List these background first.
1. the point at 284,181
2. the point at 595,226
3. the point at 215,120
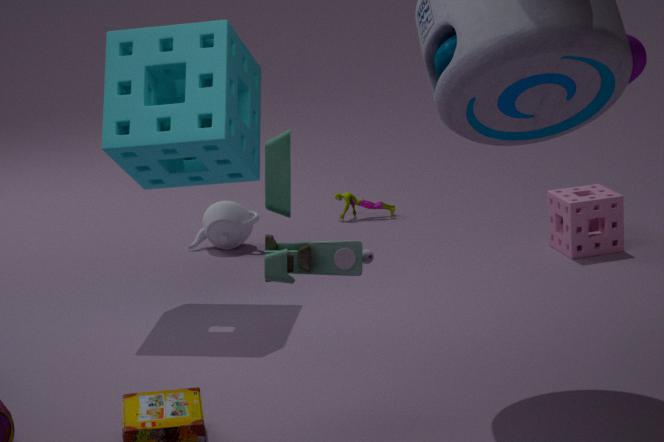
the point at 595,226 → the point at 215,120 → the point at 284,181
